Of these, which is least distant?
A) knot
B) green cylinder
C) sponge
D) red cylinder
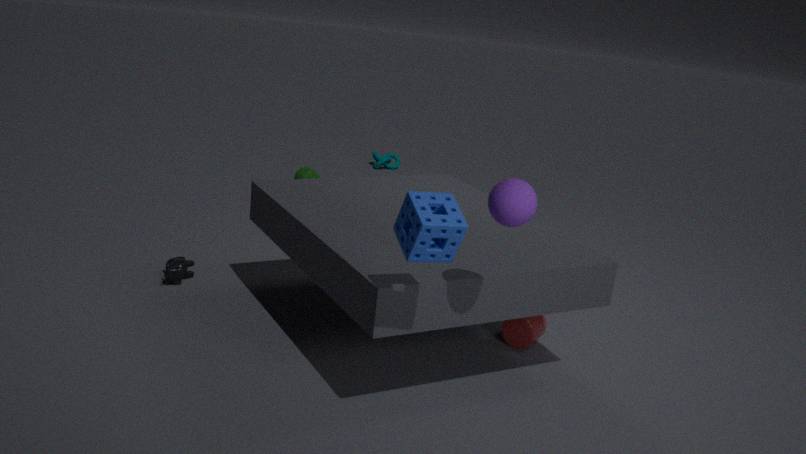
sponge
